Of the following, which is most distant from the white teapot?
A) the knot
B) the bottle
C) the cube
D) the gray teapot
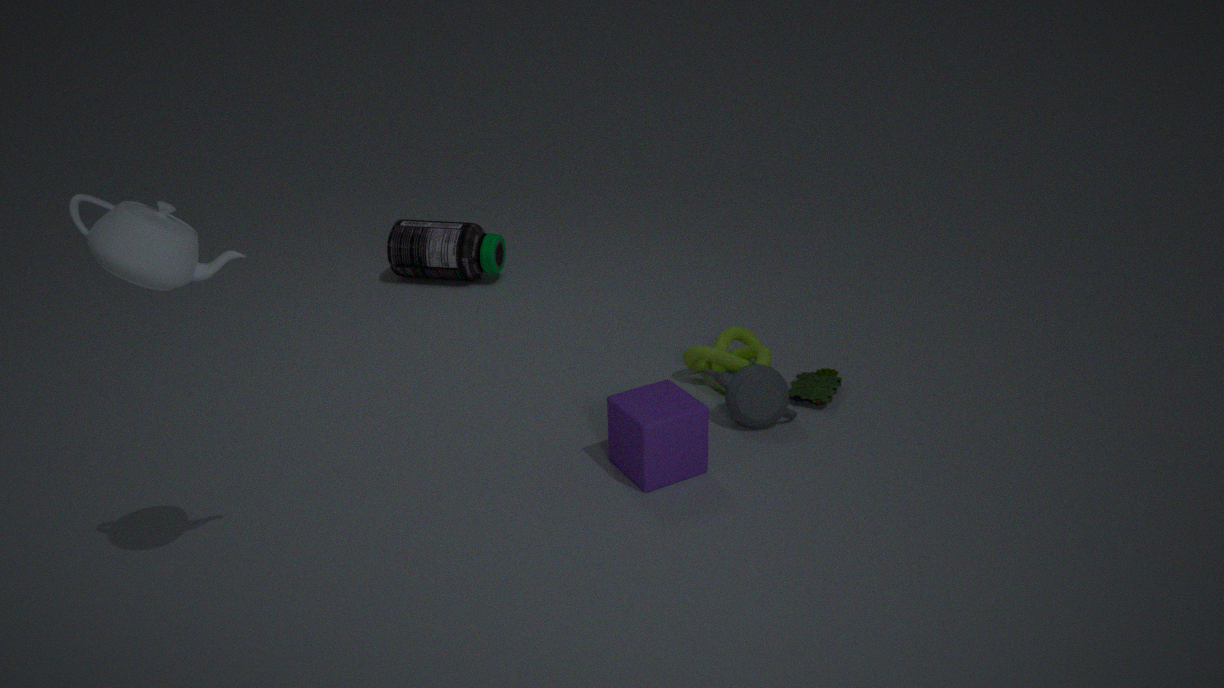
the bottle
